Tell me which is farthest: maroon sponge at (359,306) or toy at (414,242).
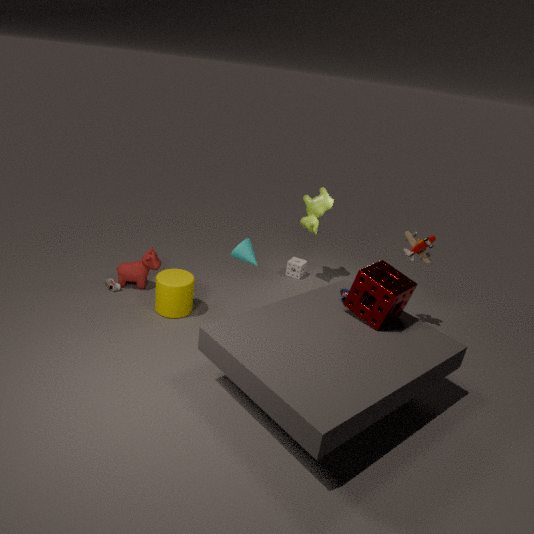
toy at (414,242)
